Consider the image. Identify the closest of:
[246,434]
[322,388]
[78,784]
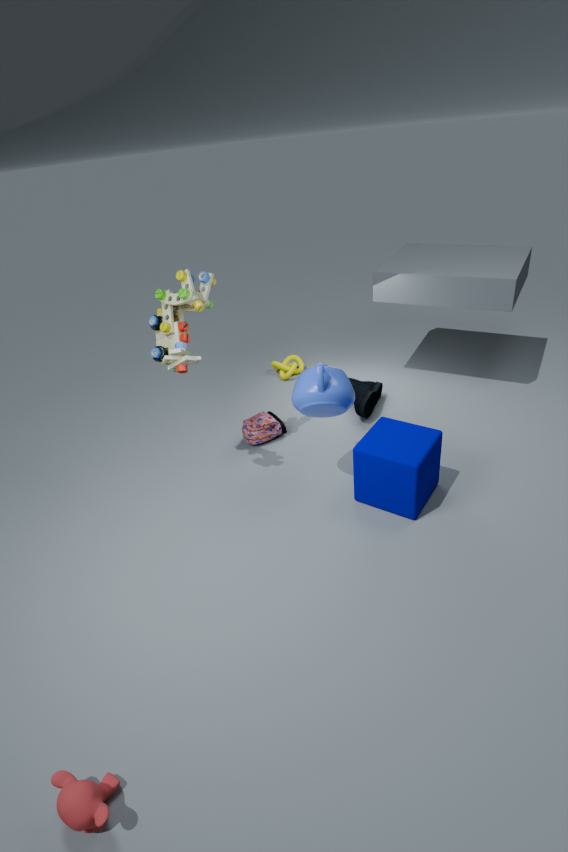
[78,784]
